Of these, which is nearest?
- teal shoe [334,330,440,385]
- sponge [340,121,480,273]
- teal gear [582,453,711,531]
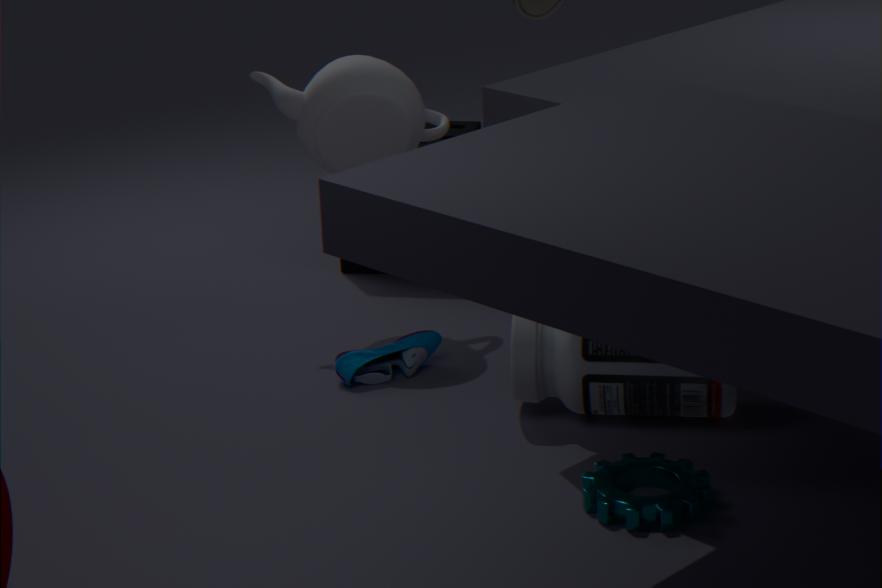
teal gear [582,453,711,531]
